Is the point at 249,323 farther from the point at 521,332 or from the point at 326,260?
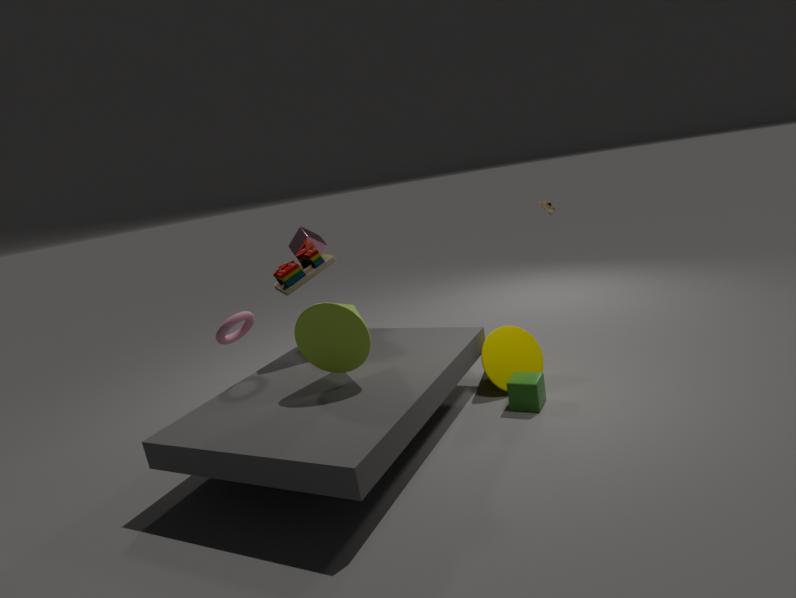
the point at 521,332
